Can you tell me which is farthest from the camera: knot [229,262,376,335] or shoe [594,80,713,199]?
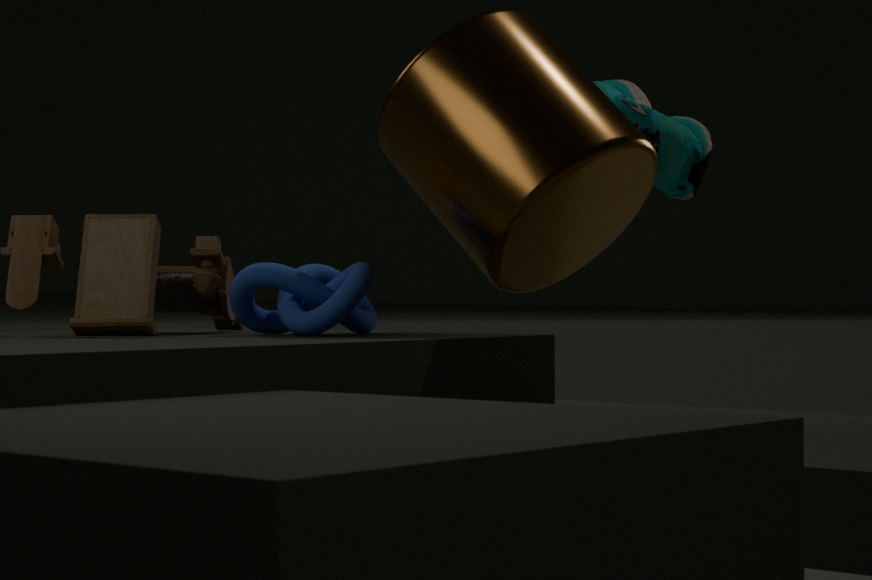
shoe [594,80,713,199]
